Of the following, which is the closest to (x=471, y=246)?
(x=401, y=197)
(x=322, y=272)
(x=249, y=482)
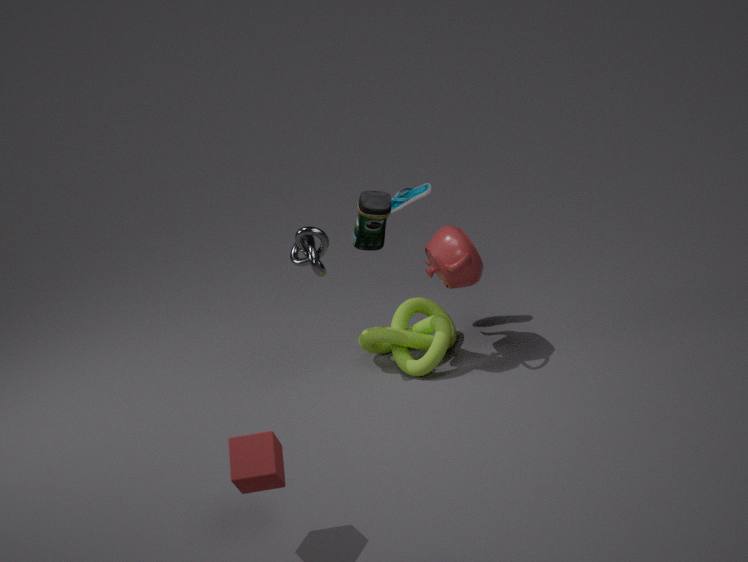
(x=401, y=197)
